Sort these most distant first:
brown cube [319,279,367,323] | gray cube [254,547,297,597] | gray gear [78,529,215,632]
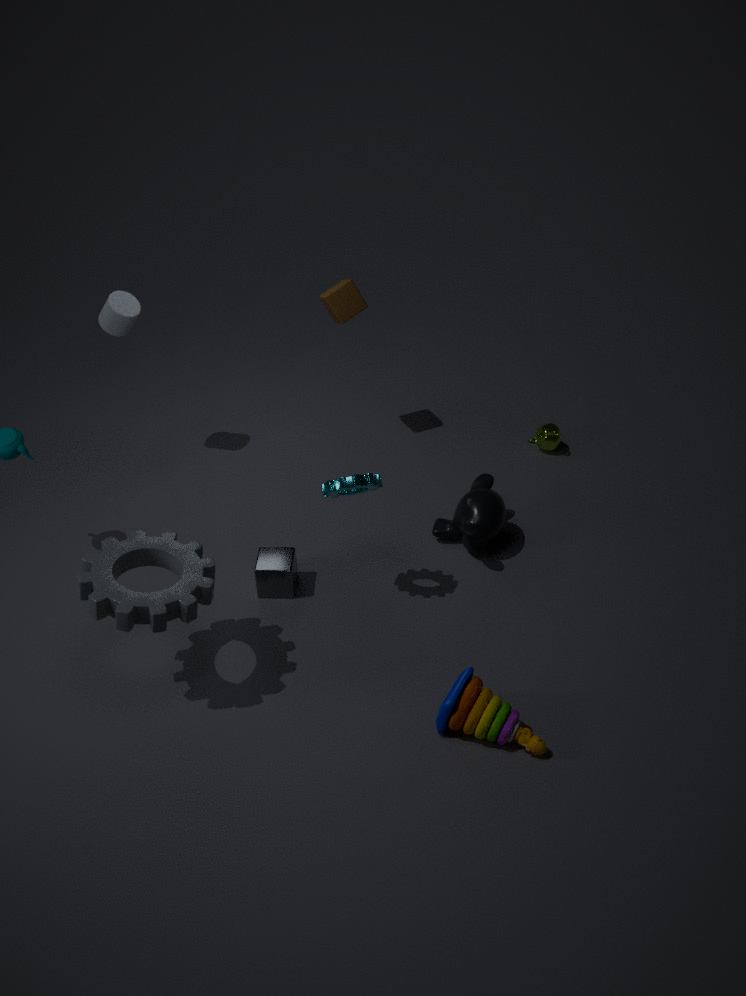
brown cube [319,279,367,323] < gray cube [254,547,297,597] < gray gear [78,529,215,632]
